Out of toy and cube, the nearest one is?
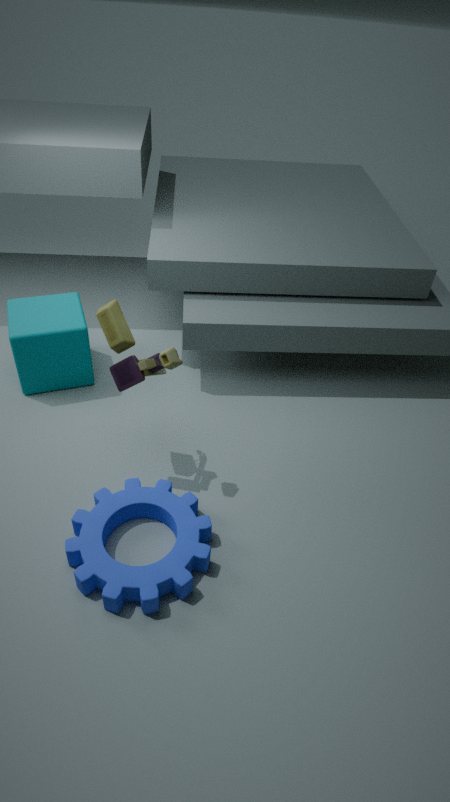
toy
